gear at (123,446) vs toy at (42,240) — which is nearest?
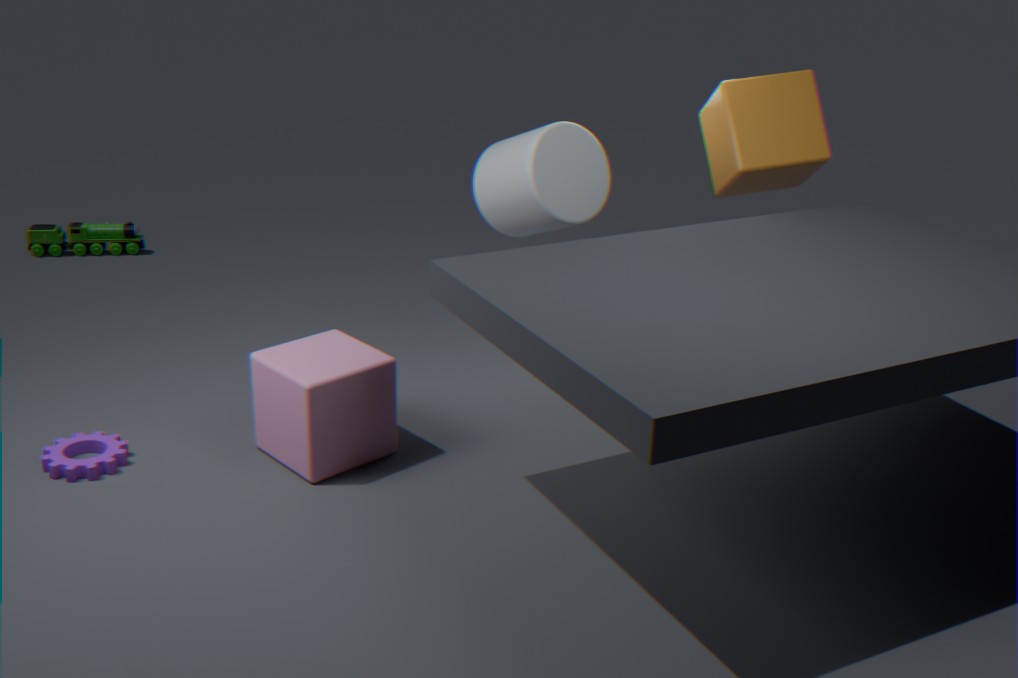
gear at (123,446)
